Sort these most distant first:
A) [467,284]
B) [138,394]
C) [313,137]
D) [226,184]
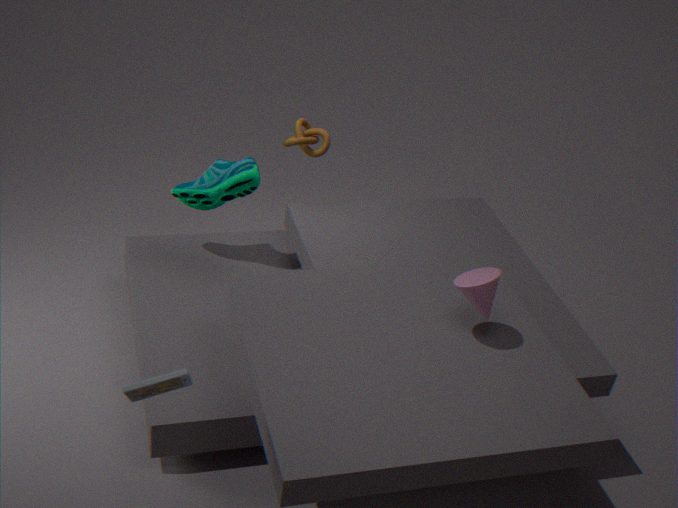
[313,137], [226,184], [467,284], [138,394]
